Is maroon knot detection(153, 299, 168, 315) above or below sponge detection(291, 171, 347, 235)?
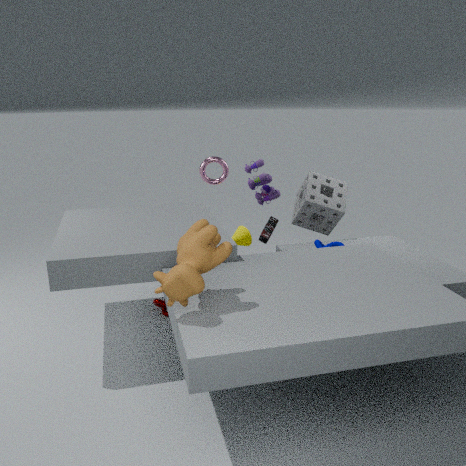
below
